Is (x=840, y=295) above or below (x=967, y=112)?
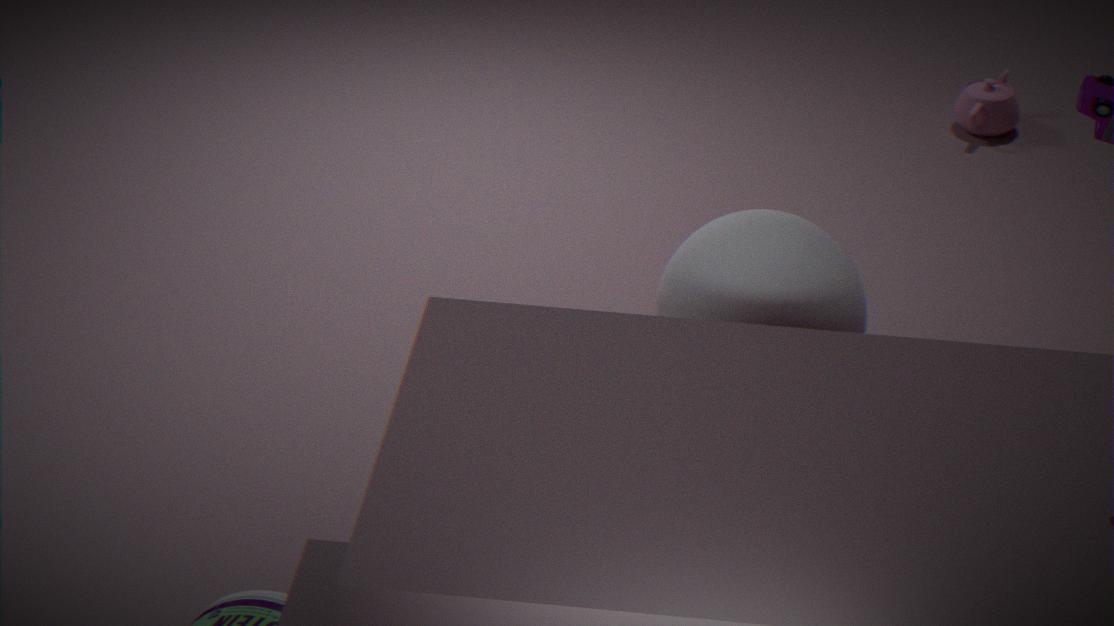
above
